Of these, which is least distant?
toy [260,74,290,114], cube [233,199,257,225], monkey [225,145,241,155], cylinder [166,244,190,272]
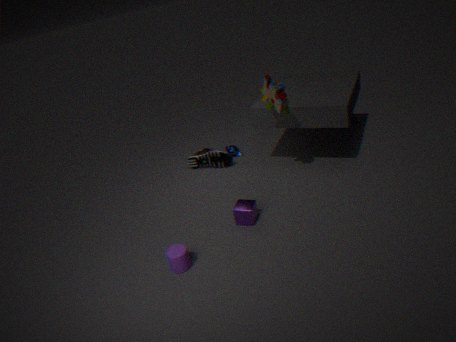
cylinder [166,244,190,272]
